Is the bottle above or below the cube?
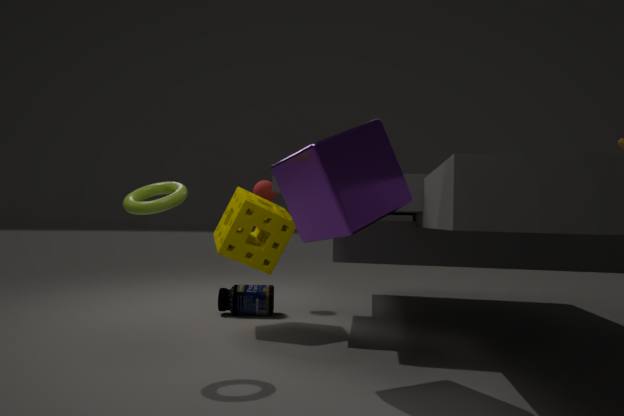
below
